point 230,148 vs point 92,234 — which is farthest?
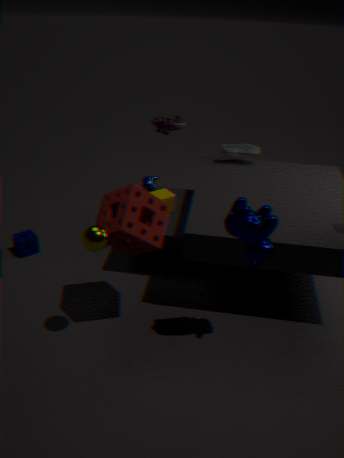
point 230,148
